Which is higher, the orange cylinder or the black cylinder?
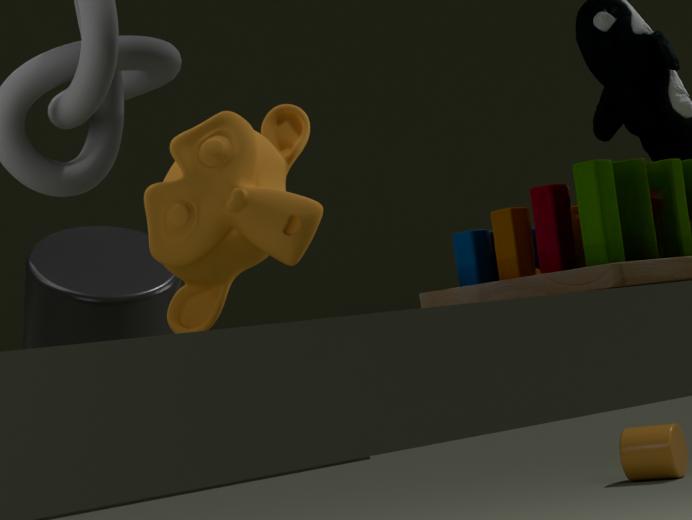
the black cylinder
